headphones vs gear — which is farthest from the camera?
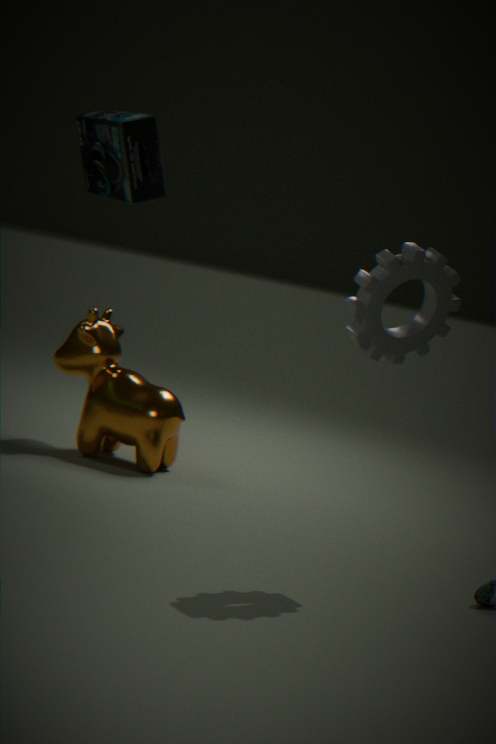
headphones
